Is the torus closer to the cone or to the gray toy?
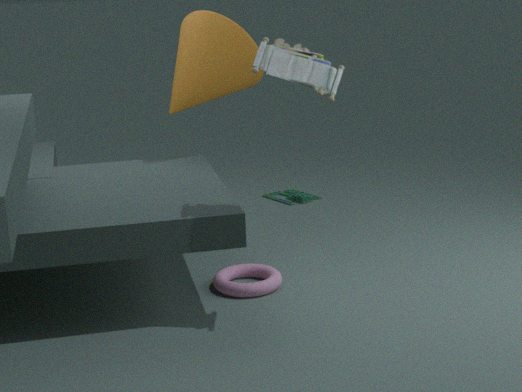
the cone
